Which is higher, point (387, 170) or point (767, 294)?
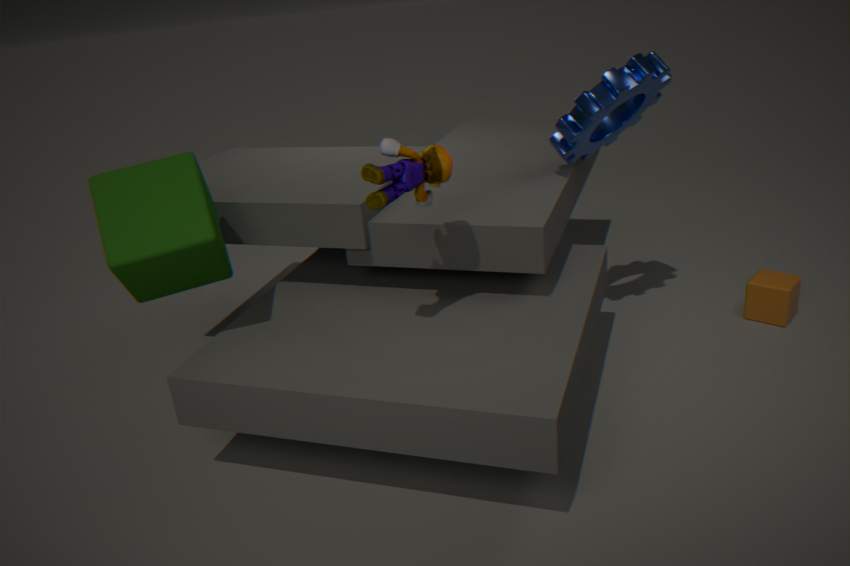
point (387, 170)
